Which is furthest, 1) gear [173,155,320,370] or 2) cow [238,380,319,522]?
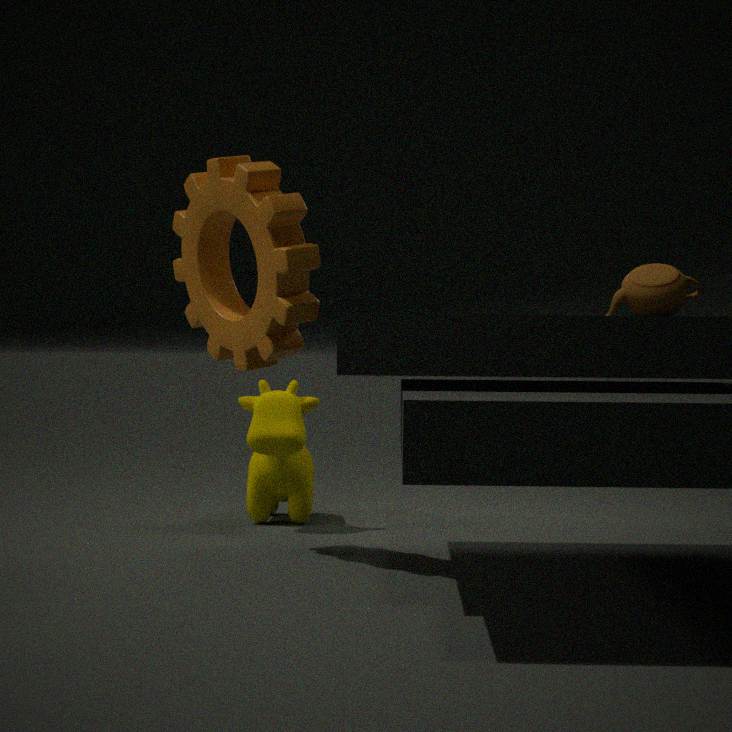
2. cow [238,380,319,522]
